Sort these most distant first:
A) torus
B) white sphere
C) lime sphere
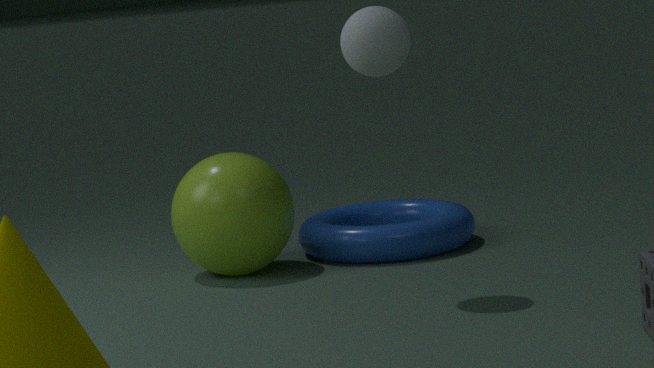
torus → lime sphere → white sphere
